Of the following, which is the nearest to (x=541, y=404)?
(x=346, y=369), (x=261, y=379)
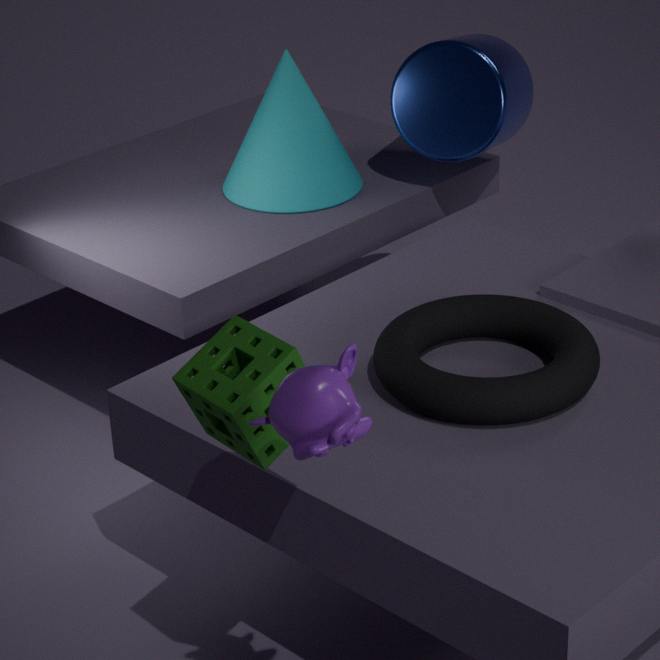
(x=261, y=379)
